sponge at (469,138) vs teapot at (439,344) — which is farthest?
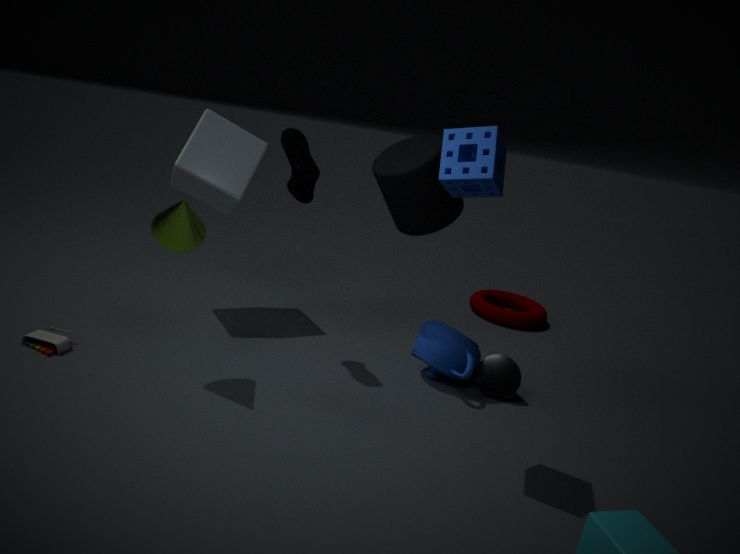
teapot at (439,344)
